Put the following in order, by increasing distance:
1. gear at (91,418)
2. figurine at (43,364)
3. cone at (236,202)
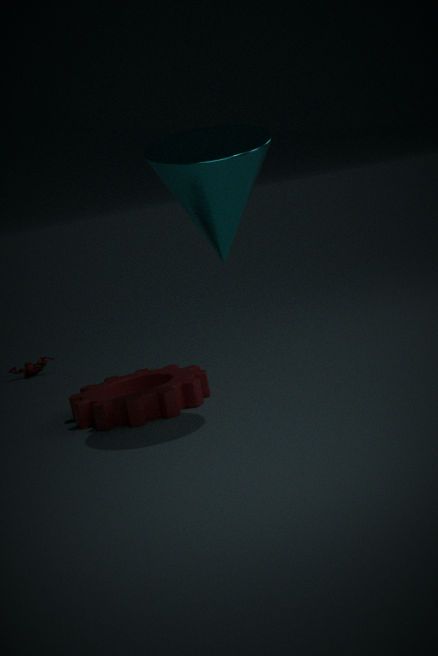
cone at (236,202), gear at (91,418), figurine at (43,364)
